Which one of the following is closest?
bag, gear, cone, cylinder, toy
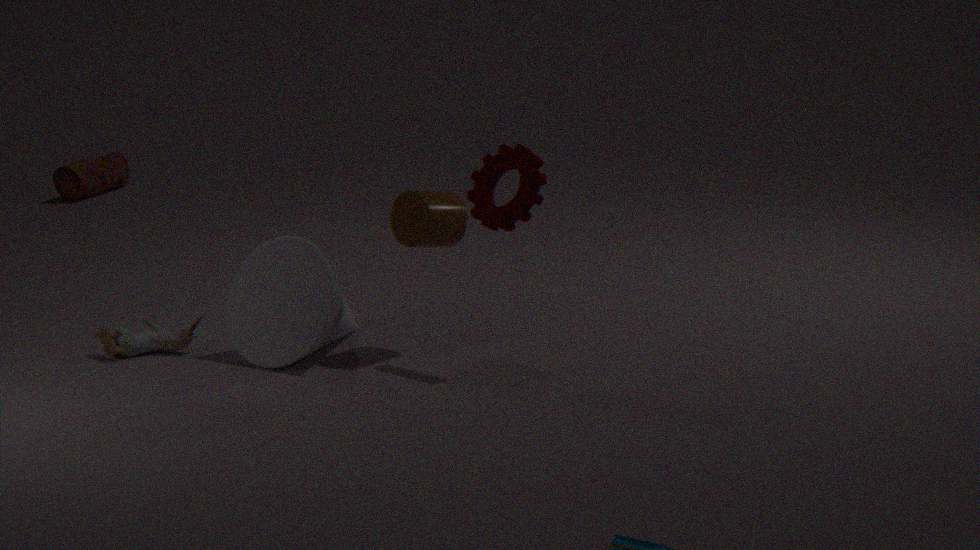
gear
